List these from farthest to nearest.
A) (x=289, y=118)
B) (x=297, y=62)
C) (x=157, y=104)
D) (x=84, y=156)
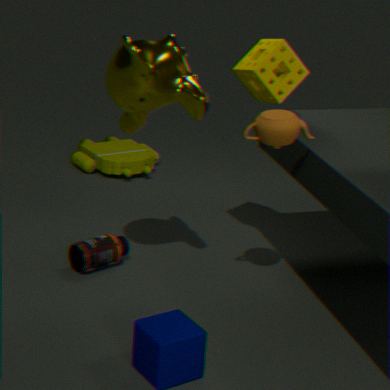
D. (x=84, y=156) → B. (x=297, y=62) → C. (x=157, y=104) → A. (x=289, y=118)
